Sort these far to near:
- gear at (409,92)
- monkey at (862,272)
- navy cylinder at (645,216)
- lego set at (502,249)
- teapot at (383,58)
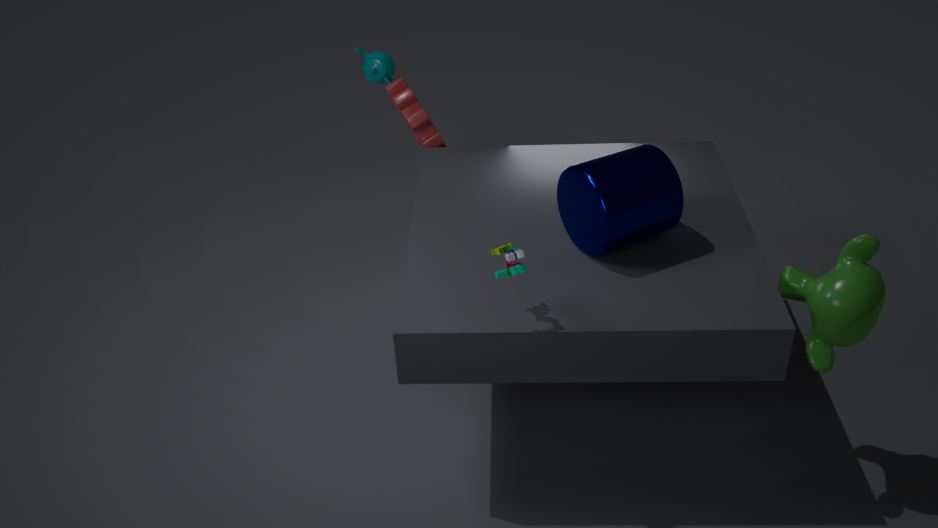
teapot at (383,58)
gear at (409,92)
navy cylinder at (645,216)
monkey at (862,272)
lego set at (502,249)
